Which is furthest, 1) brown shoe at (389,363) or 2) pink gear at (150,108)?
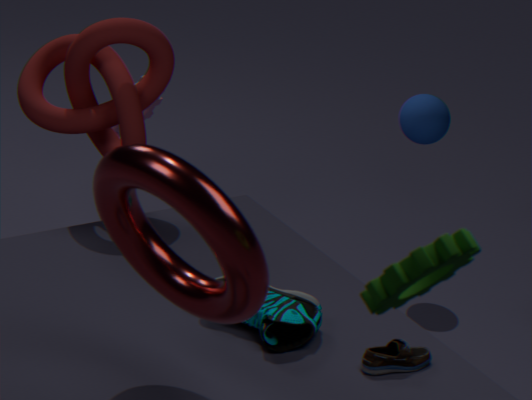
2. pink gear at (150,108)
